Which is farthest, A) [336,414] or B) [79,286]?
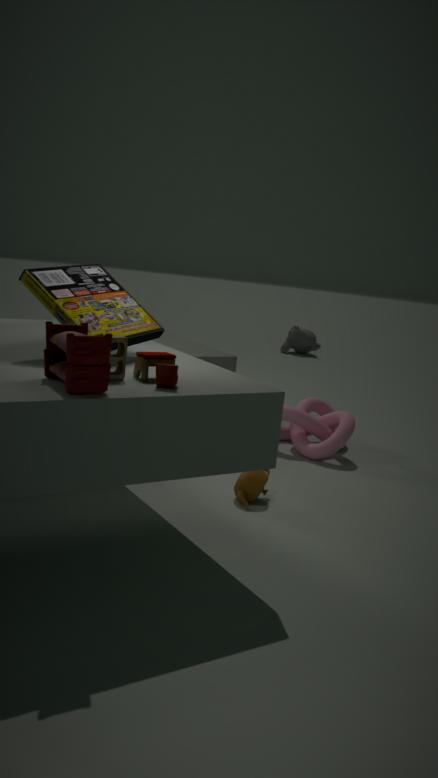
A. [336,414]
